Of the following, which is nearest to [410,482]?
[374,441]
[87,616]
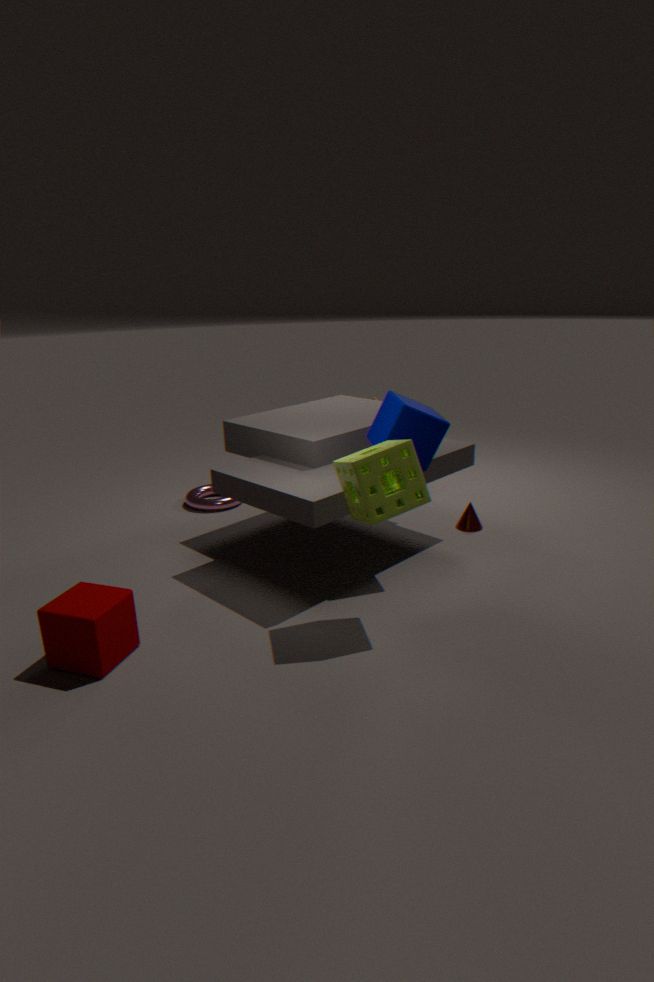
[374,441]
